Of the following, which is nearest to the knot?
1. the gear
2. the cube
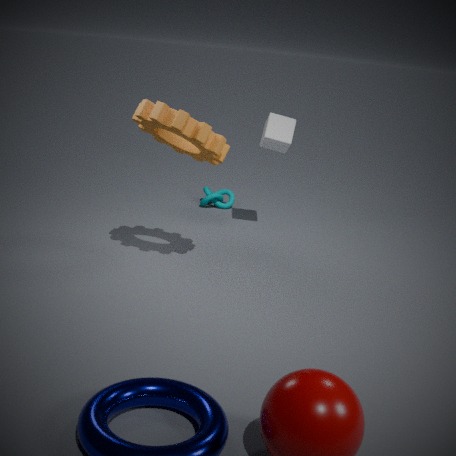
the cube
